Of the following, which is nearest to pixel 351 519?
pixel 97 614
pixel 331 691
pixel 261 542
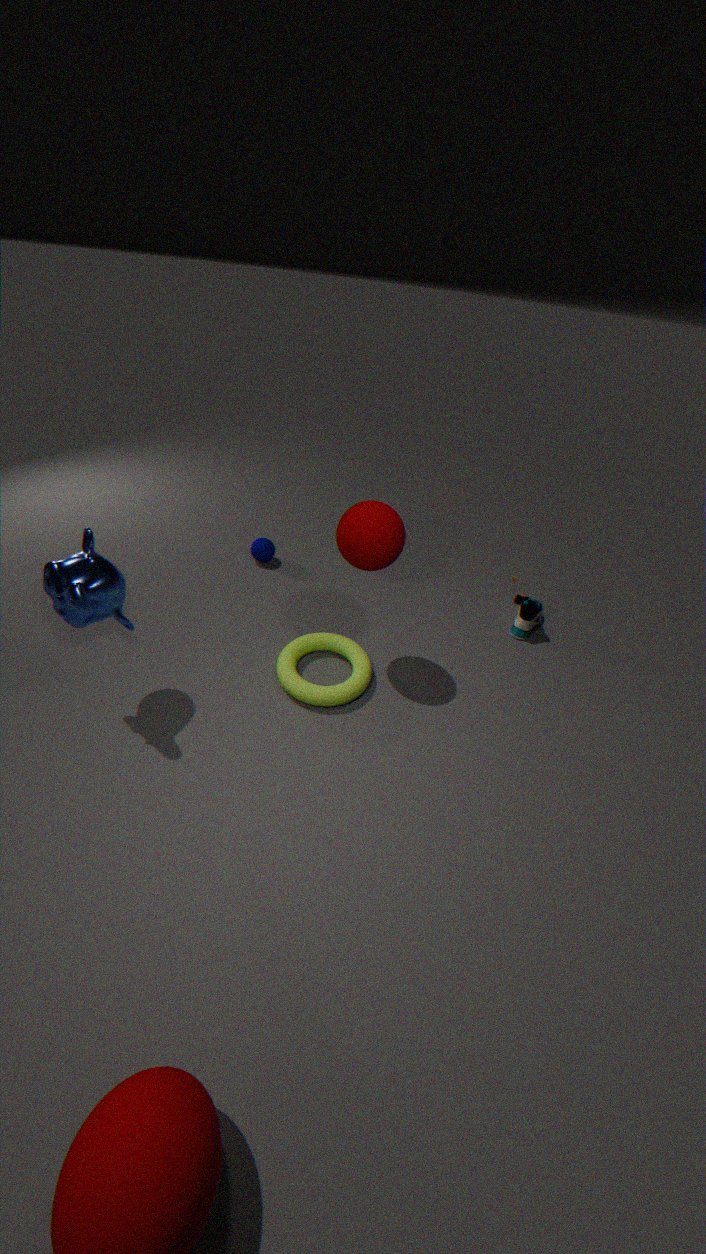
pixel 331 691
